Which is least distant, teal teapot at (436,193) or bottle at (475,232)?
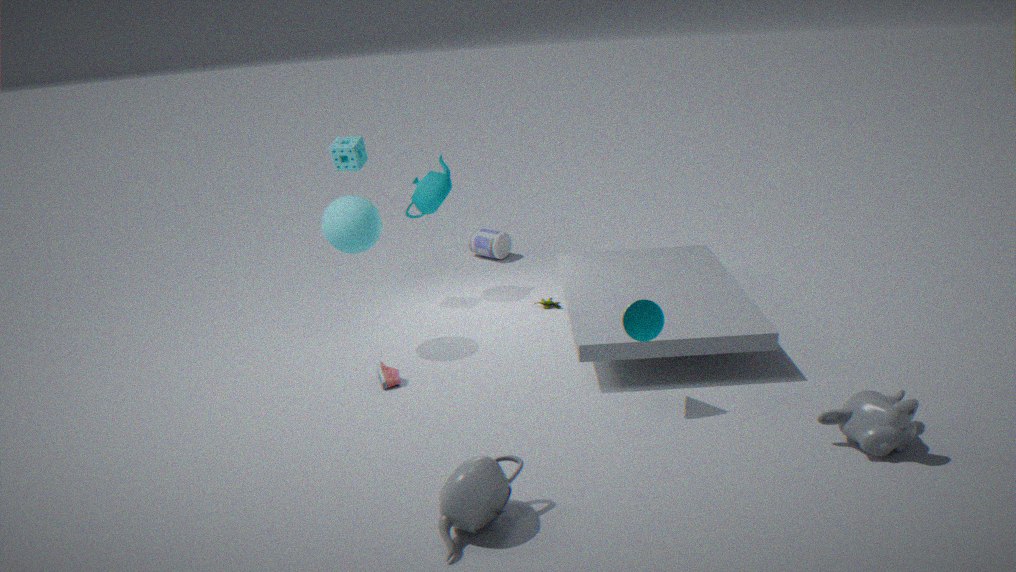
teal teapot at (436,193)
